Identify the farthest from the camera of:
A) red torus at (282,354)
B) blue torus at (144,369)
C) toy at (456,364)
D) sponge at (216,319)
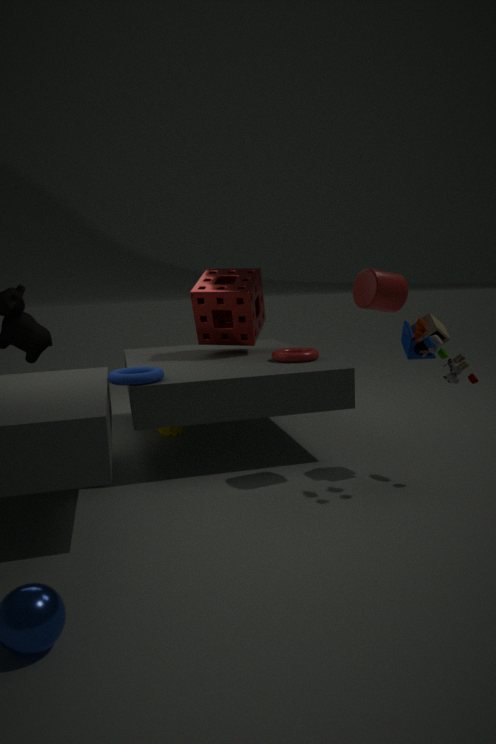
sponge at (216,319)
